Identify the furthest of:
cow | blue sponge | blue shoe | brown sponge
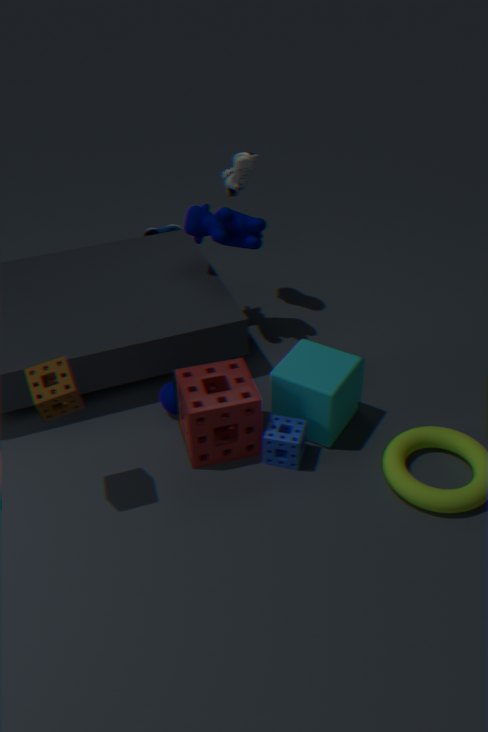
blue shoe
